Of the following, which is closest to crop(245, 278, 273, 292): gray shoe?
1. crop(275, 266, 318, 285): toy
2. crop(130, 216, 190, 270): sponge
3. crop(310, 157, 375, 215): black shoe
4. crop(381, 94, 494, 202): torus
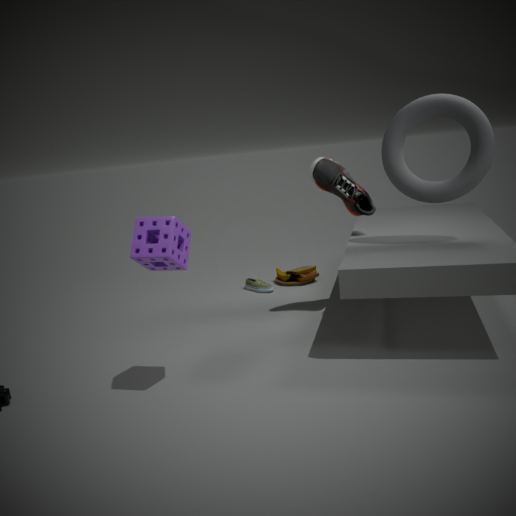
crop(275, 266, 318, 285): toy
